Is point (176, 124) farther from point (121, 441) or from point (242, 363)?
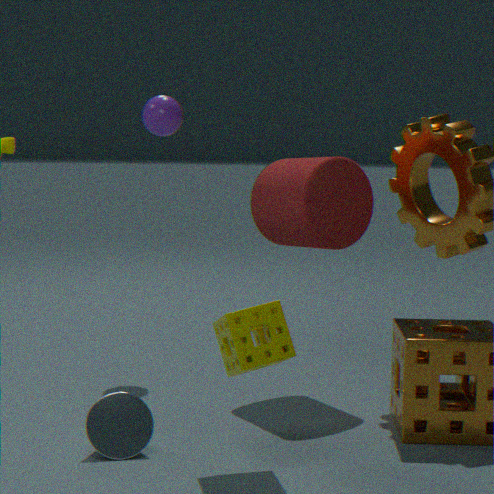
point (121, 441)
